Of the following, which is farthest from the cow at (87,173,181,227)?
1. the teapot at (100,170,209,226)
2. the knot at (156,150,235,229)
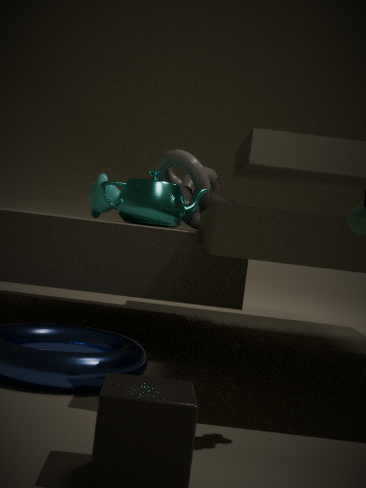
the teapot at (100,170,209,226)
